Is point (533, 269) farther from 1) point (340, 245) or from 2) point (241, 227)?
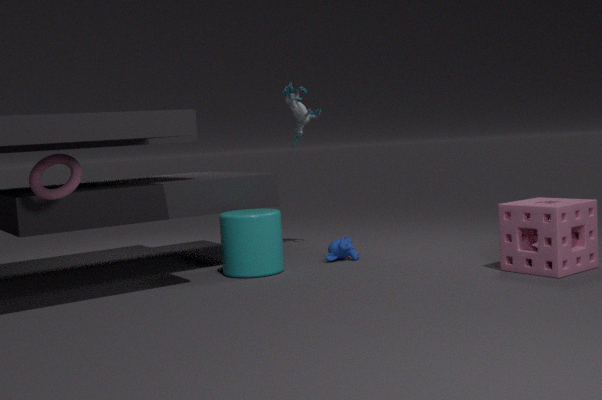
2) point (241, 227)
